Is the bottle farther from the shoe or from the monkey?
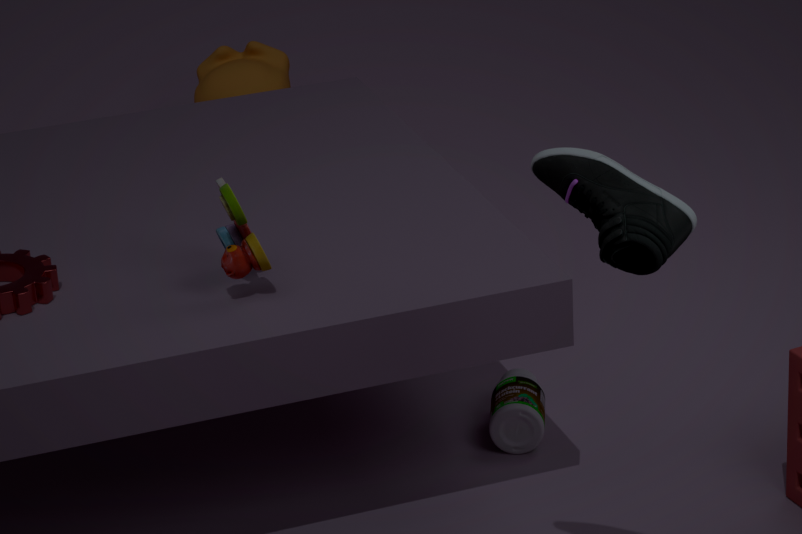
the monkey
